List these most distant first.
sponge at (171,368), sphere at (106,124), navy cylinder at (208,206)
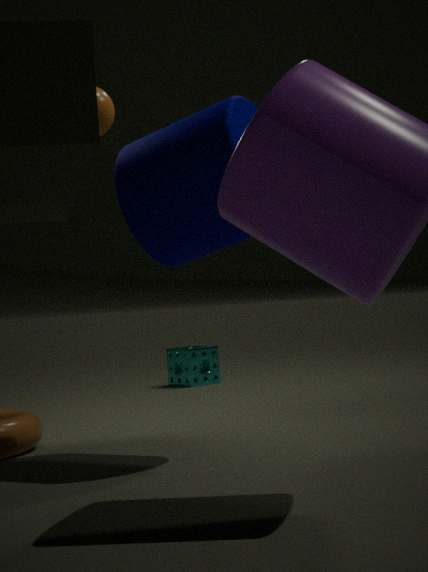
sponge at (171,368), sphere at (106,124), navy cylinder at (208,206)
